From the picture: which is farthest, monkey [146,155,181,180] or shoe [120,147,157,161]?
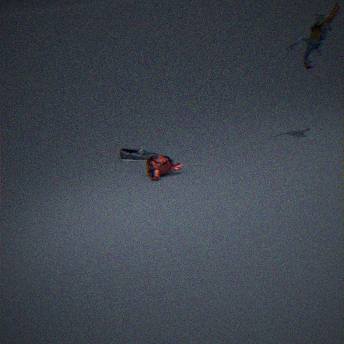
shoe [120,147,157,161]
